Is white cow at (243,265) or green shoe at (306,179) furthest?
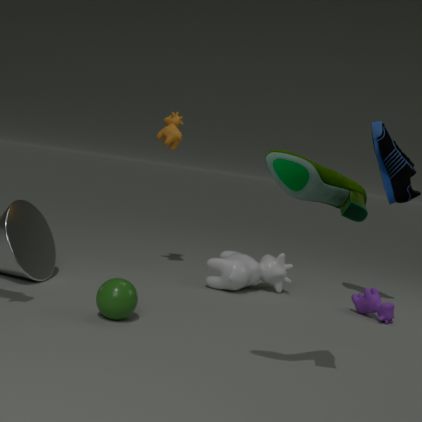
white cow at (243,265)
